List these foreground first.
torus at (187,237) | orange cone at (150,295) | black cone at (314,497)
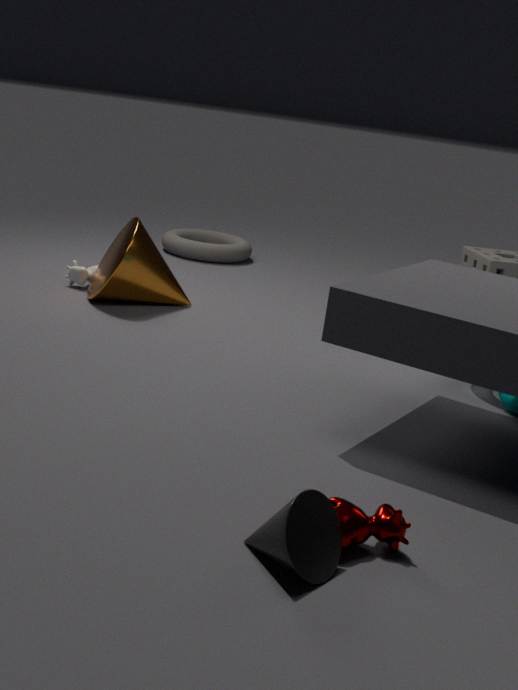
black cone at (314,497), orange cone at (150,295), torus at (187,237)
